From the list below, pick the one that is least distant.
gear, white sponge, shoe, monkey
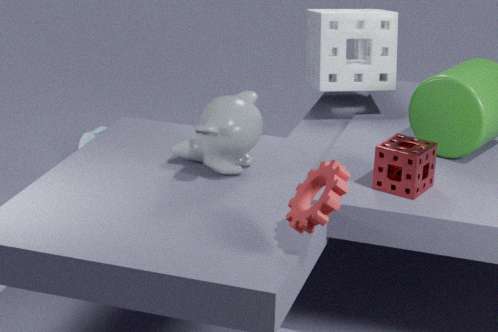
gear
